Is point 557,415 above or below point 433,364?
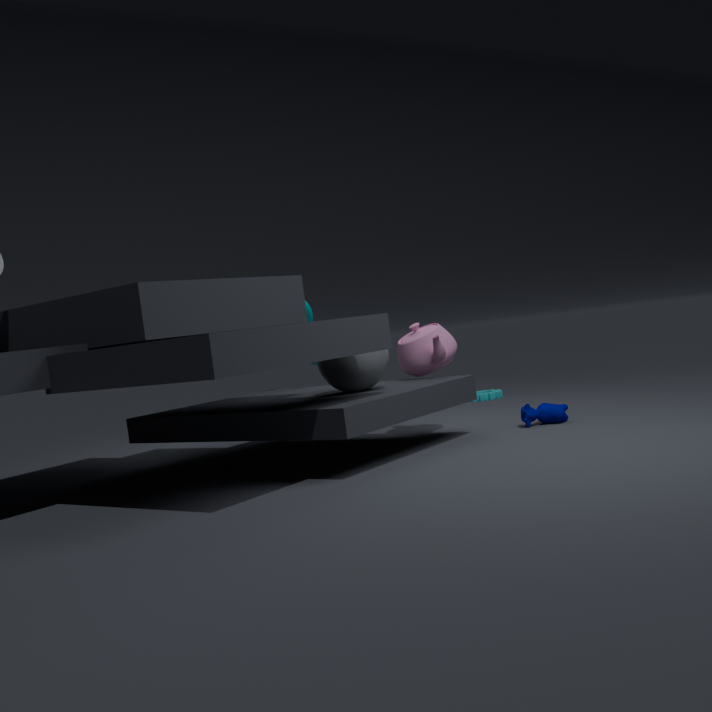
below
